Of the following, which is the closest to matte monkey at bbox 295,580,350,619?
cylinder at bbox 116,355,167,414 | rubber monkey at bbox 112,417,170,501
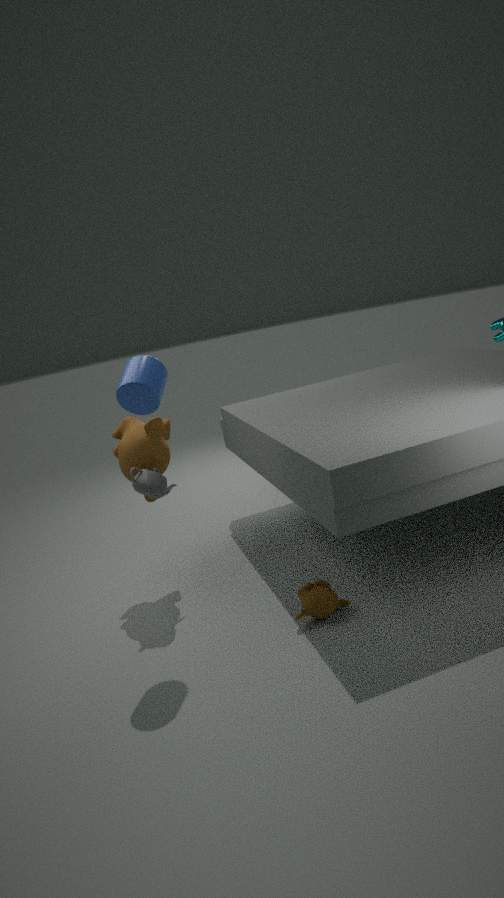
rubber monkey at bbox 112,417,170,501
